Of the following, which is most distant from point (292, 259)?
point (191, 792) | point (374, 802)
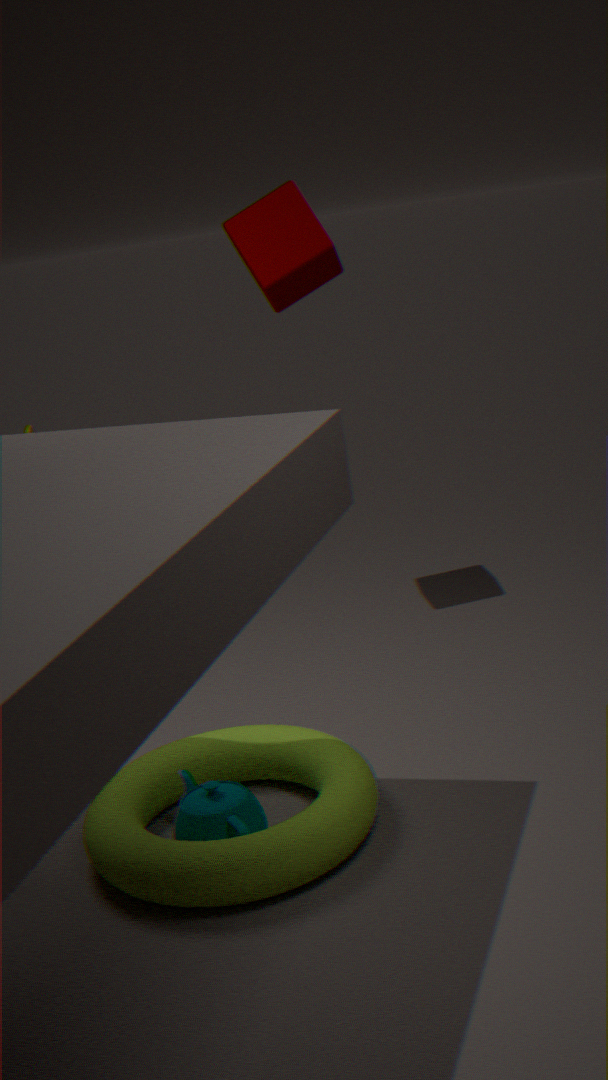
point (191, 792)
